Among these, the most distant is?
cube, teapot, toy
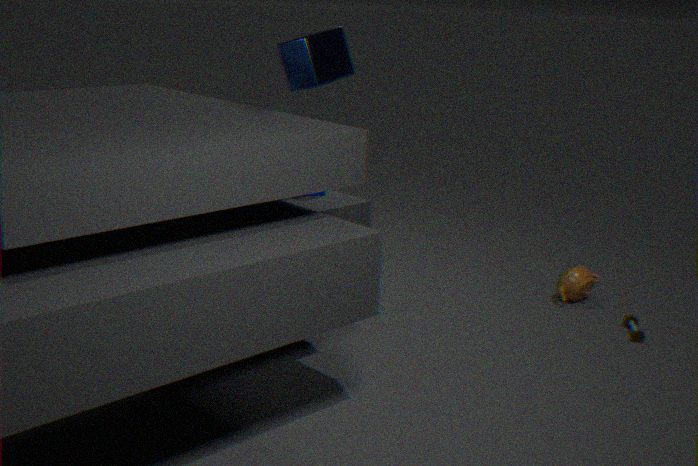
teapot
